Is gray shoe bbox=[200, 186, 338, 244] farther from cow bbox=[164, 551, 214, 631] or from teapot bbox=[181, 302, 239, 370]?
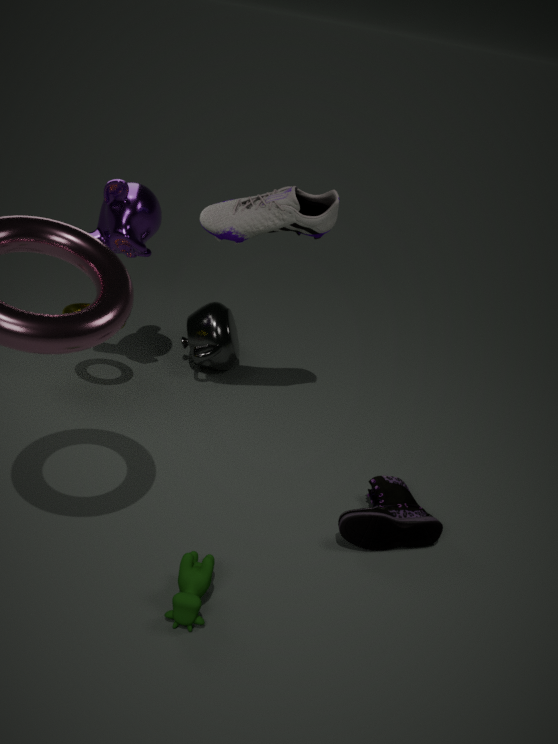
cow bbox=[164, 551, 214, 631]
